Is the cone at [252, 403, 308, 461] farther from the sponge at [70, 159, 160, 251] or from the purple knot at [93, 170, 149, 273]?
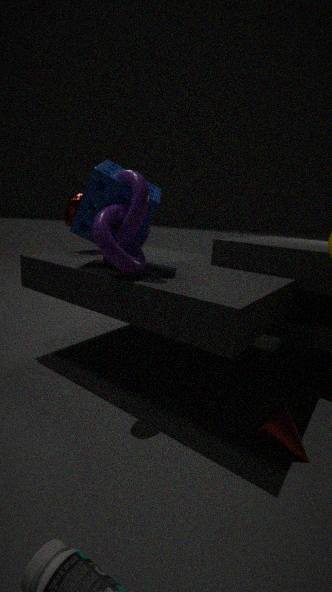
the sponge at [70, 159, 160, 251]
